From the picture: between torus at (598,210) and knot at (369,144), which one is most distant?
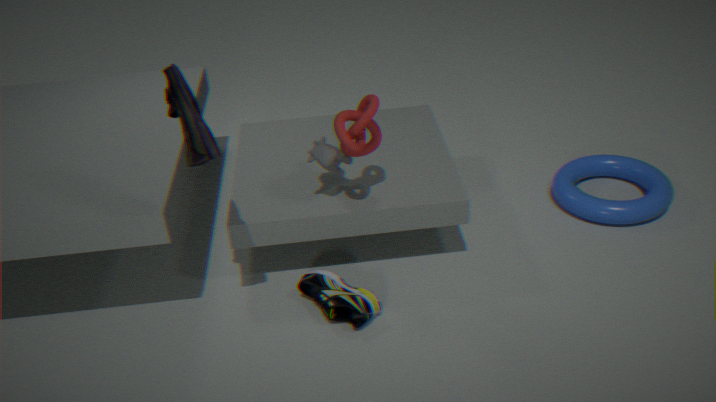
torus at (598,210)
